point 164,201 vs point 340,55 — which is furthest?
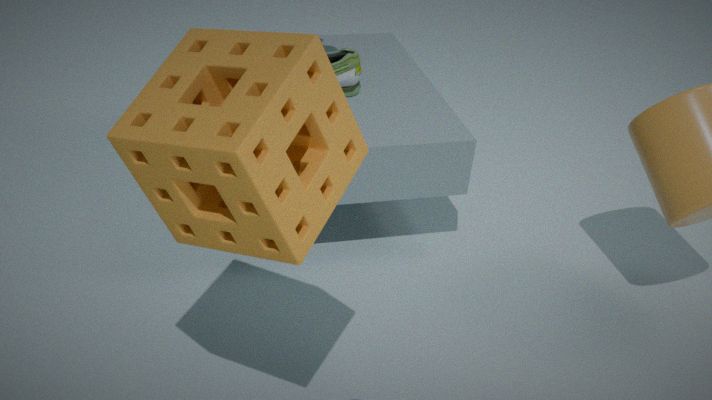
point 340,55
